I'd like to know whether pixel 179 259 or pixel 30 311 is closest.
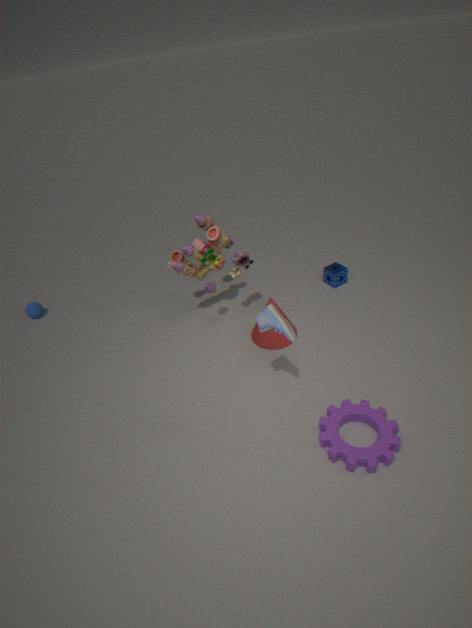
pixel 179 259
